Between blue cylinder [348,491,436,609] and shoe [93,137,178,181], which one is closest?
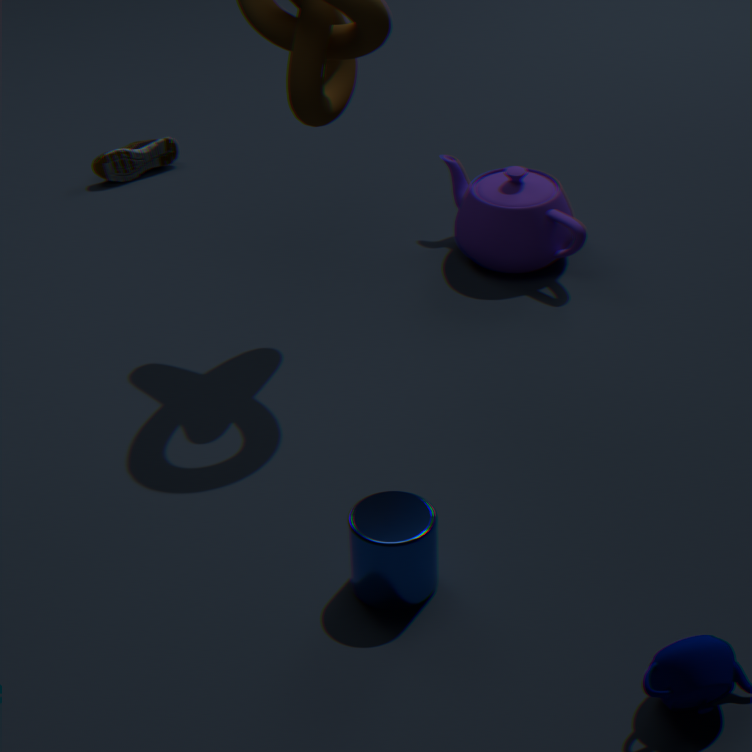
blue cylinder [348,491,436,609]
